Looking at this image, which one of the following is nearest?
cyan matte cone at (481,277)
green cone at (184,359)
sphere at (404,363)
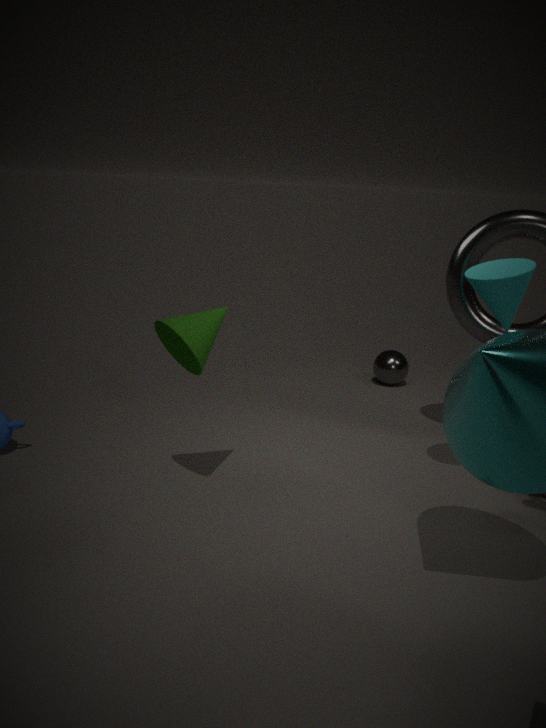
green cone at (184,359)
